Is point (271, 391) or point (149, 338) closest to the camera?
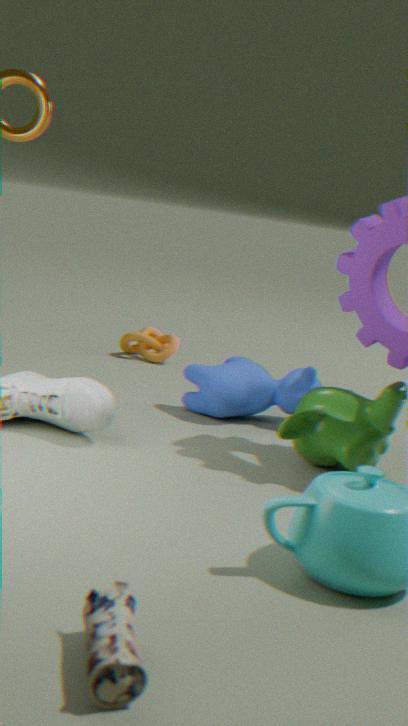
point (271, 391)
